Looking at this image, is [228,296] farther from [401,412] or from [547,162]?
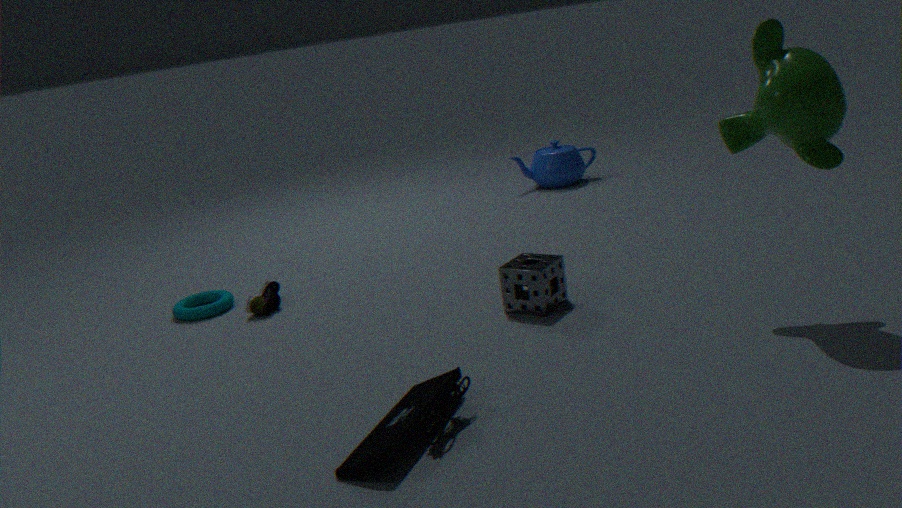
[547,162]
